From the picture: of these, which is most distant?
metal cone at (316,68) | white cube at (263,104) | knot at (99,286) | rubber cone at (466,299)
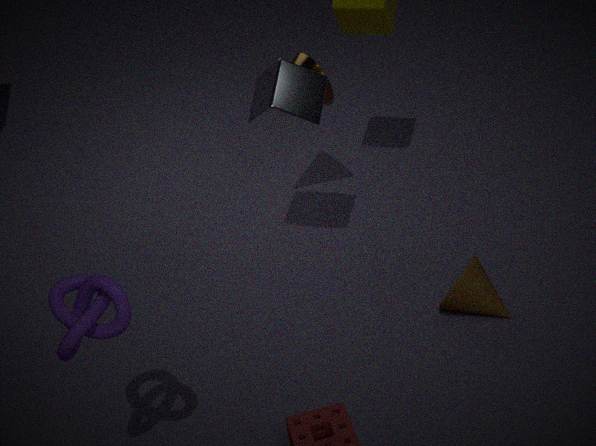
metal cone at (316,68)
